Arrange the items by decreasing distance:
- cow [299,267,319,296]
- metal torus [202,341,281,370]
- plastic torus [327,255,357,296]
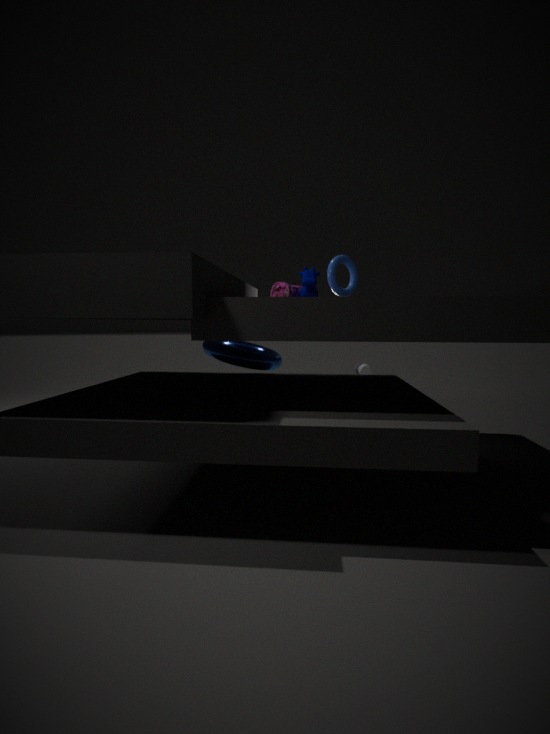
plastic torus [327,255,357,296], metal torus [202,341,281,370], cow [299,267,319,296]
